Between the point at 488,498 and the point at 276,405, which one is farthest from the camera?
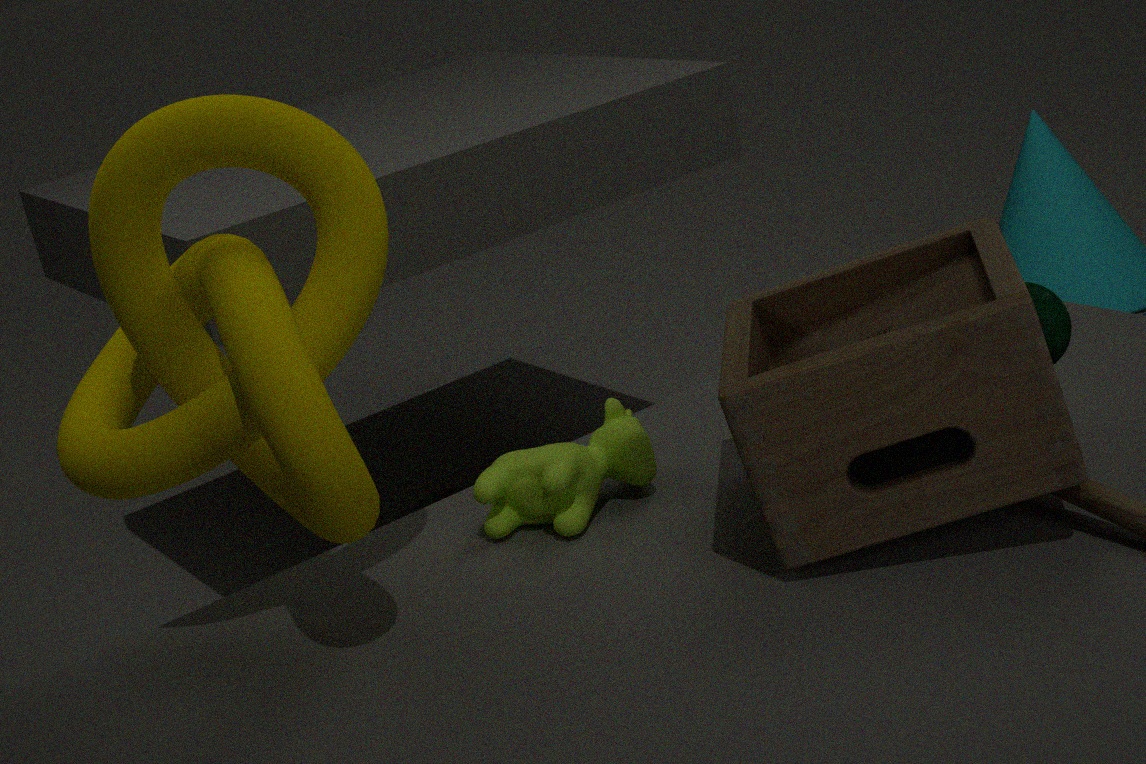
the point at 488,498
